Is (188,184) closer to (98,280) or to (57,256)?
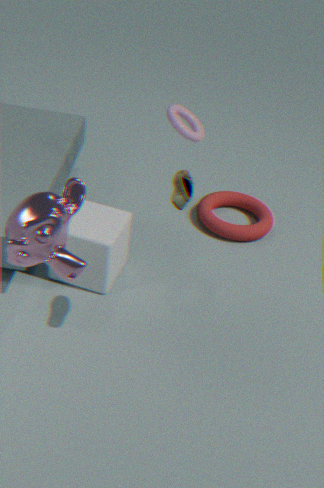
(57,256)
